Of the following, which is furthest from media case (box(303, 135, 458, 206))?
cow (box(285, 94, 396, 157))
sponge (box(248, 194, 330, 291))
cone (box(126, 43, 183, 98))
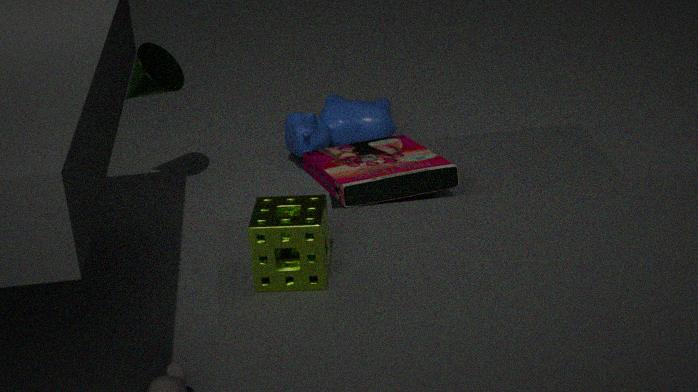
cone (box(126, 43, 183, 98))
